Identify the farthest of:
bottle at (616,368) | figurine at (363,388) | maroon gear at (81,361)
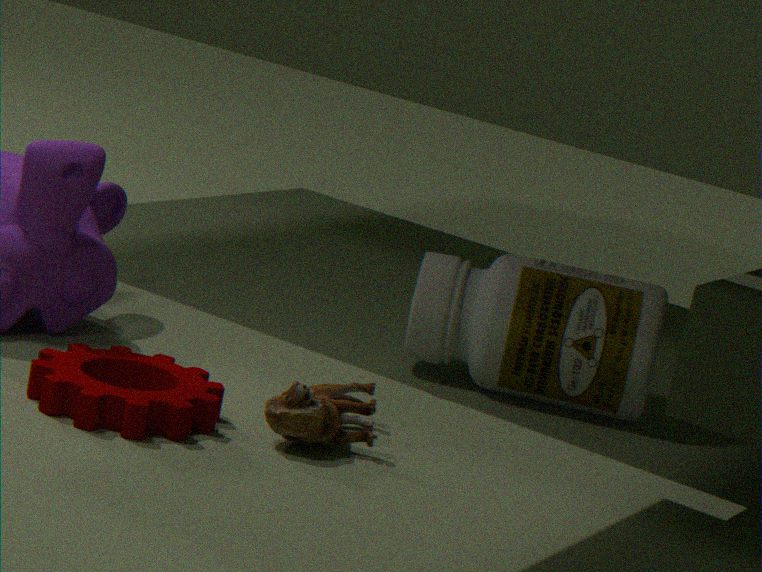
bottle at (616,368)
